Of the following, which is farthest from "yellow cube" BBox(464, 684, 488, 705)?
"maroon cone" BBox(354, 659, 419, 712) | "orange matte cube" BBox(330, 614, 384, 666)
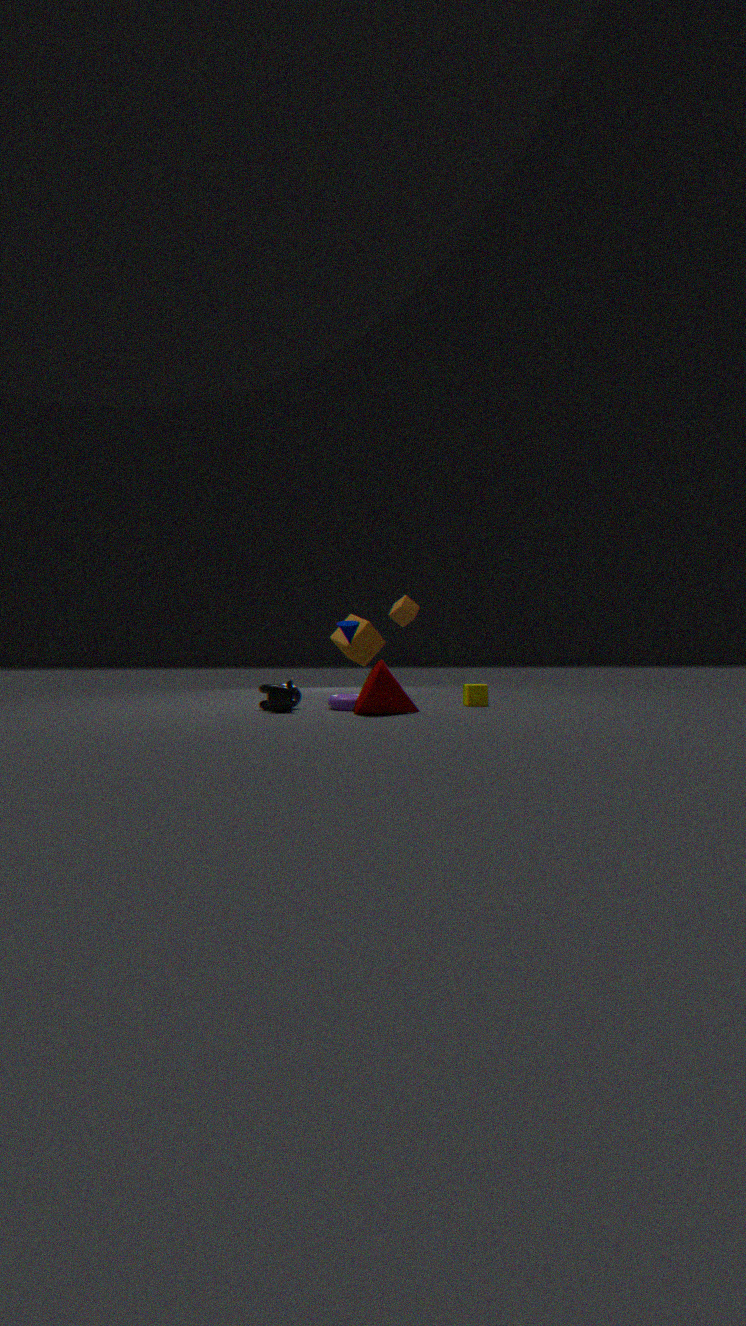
"orange matte cube" BBox(330, 614, 384, 666)
